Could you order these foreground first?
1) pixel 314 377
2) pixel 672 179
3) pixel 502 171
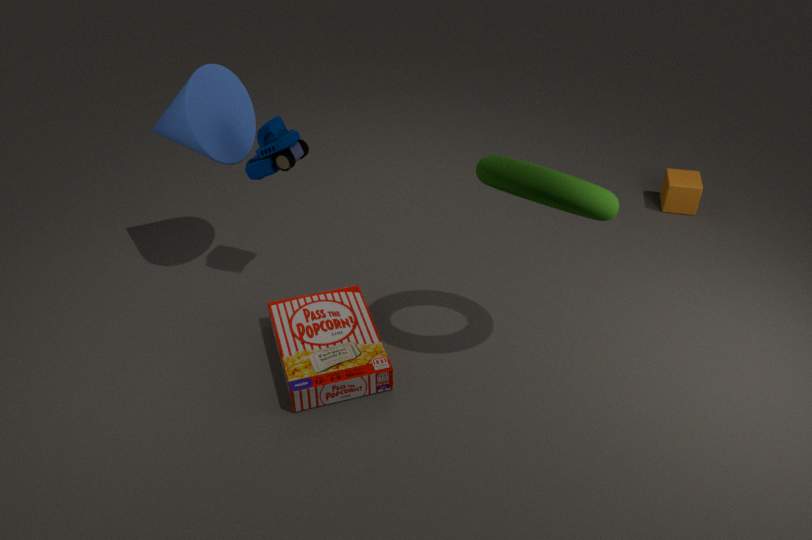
3. pixel 502 171 < 1. pixel 314 377 < 2. pixel 672 179
